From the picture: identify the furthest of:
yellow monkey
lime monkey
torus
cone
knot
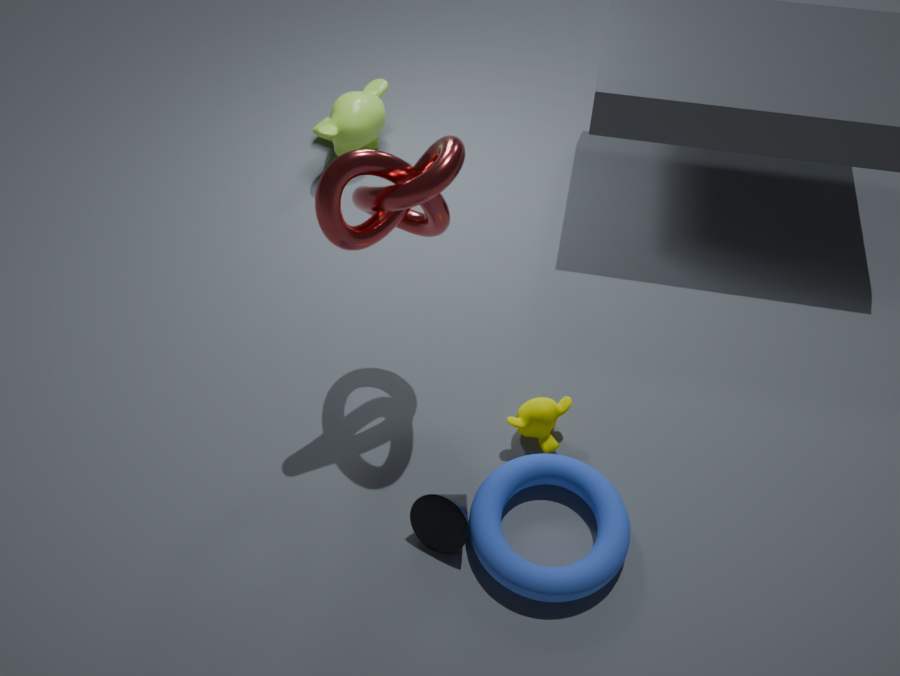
lime monkey
